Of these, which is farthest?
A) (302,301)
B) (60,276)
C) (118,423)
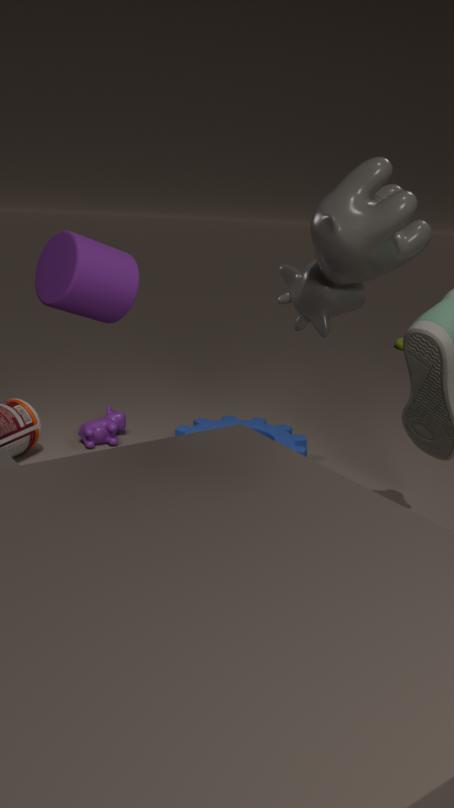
(118,423)
